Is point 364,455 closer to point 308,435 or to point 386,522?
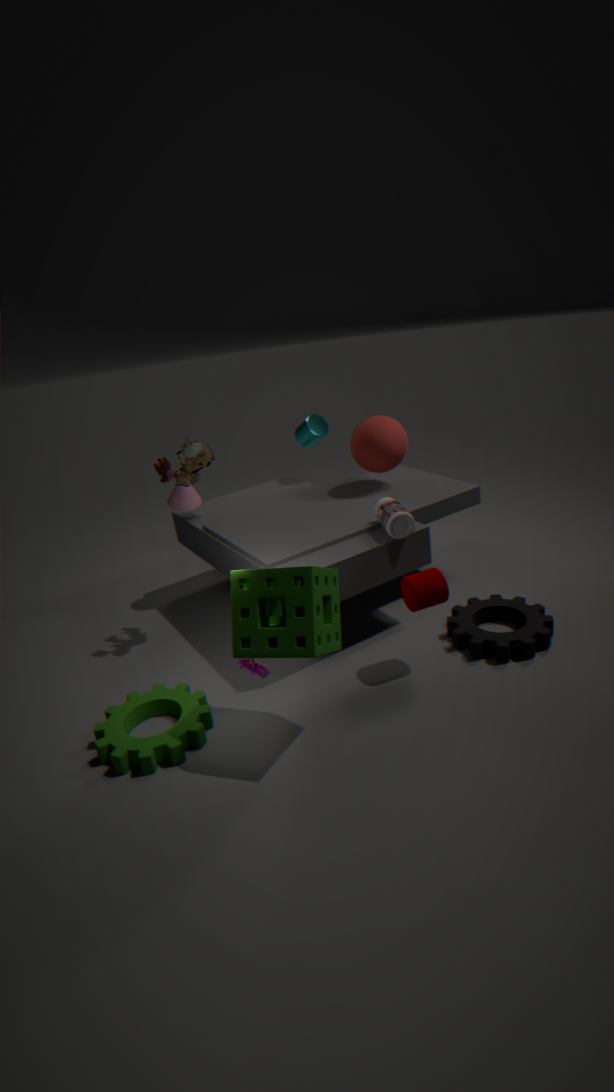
point 308,435
